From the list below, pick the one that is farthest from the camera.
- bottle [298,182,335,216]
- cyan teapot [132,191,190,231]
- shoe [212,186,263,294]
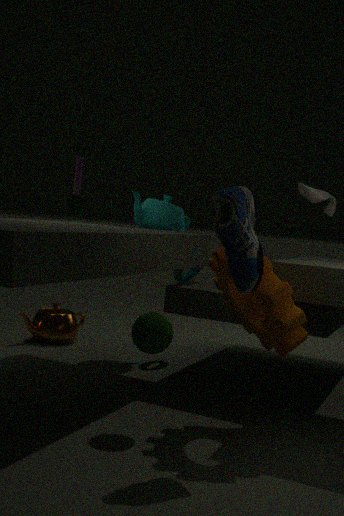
cyan teapot [132,191,190,231]
